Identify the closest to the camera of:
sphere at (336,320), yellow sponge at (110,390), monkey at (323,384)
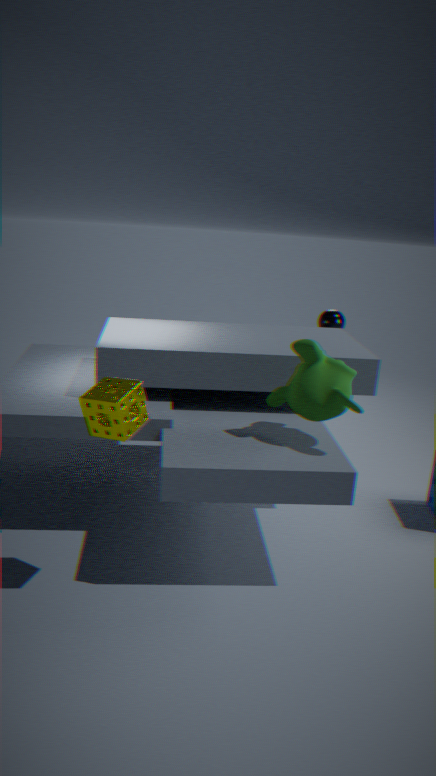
yellow sponge at (110,390)
